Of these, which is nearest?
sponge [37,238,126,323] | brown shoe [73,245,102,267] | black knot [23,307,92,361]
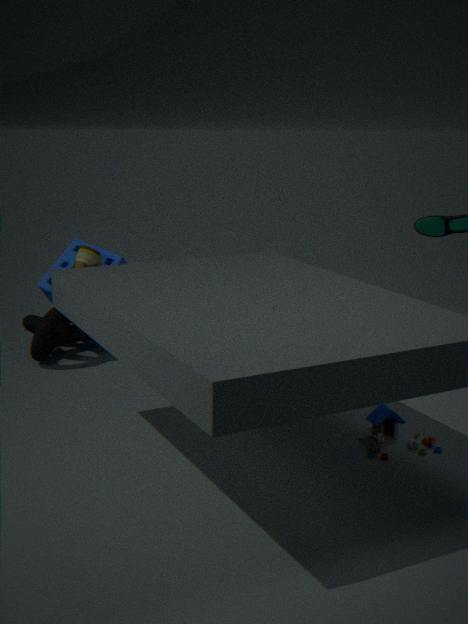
black knot [23,307,92,361]
